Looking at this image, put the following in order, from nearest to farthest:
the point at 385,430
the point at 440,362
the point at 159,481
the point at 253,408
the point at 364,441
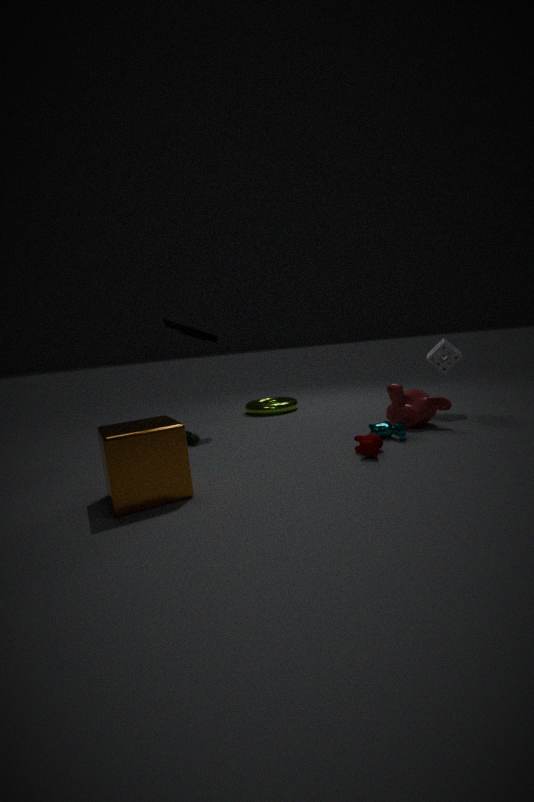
the point at 159,481 → the point at 364,441 → the point at 385,430 → the point at 440,362 → the point at 253,408
